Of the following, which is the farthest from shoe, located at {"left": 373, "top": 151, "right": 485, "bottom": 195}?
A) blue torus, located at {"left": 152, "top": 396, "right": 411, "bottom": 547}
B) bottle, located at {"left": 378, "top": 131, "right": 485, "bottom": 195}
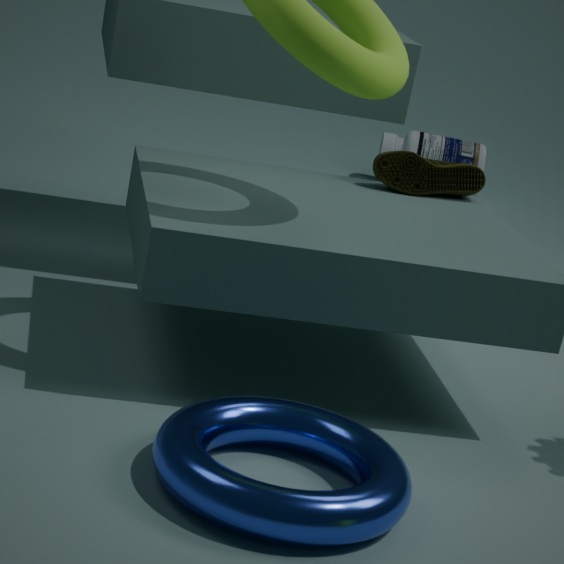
bottle, located at {"left": 378, "top": 131, "right": 485, "bottom": 195}
